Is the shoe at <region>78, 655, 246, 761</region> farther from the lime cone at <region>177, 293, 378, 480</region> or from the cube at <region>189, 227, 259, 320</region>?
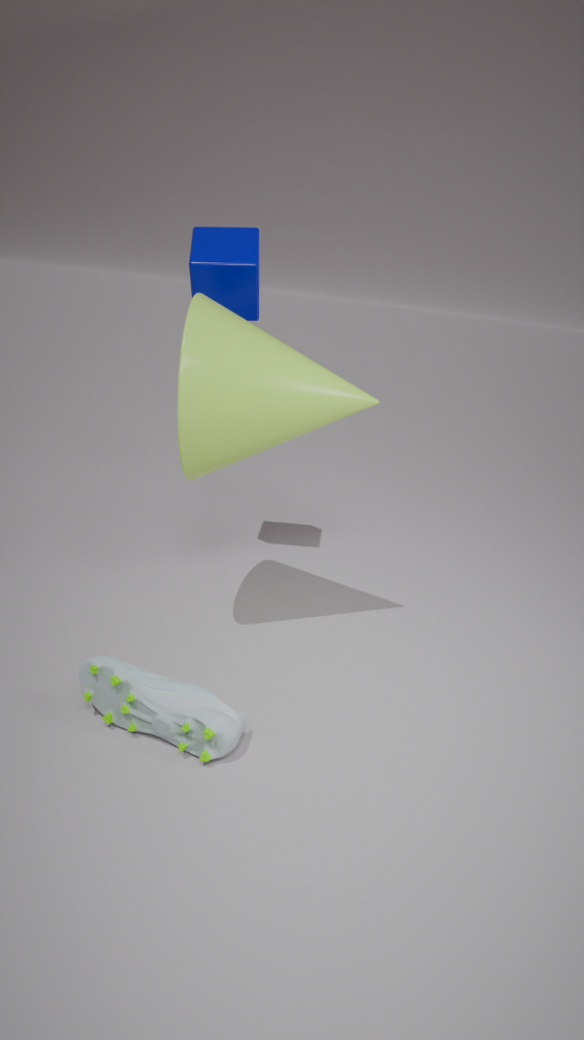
the cube at <region>189, 227, 259, 320</region>
